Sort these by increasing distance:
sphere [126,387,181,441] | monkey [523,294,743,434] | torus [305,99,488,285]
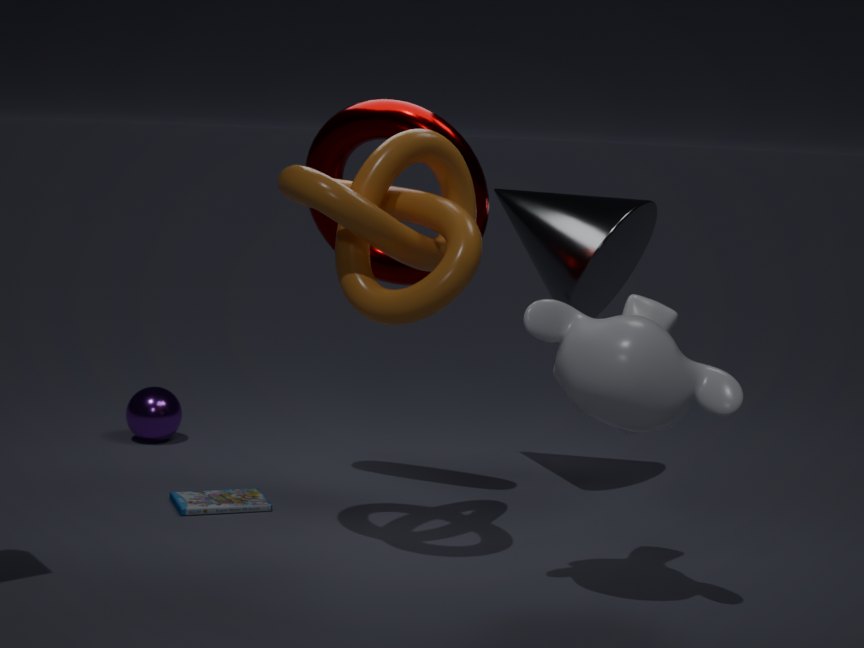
monkey [523,294,743,434], torus [305,99,488,285], sphere [126,387,181,441]
